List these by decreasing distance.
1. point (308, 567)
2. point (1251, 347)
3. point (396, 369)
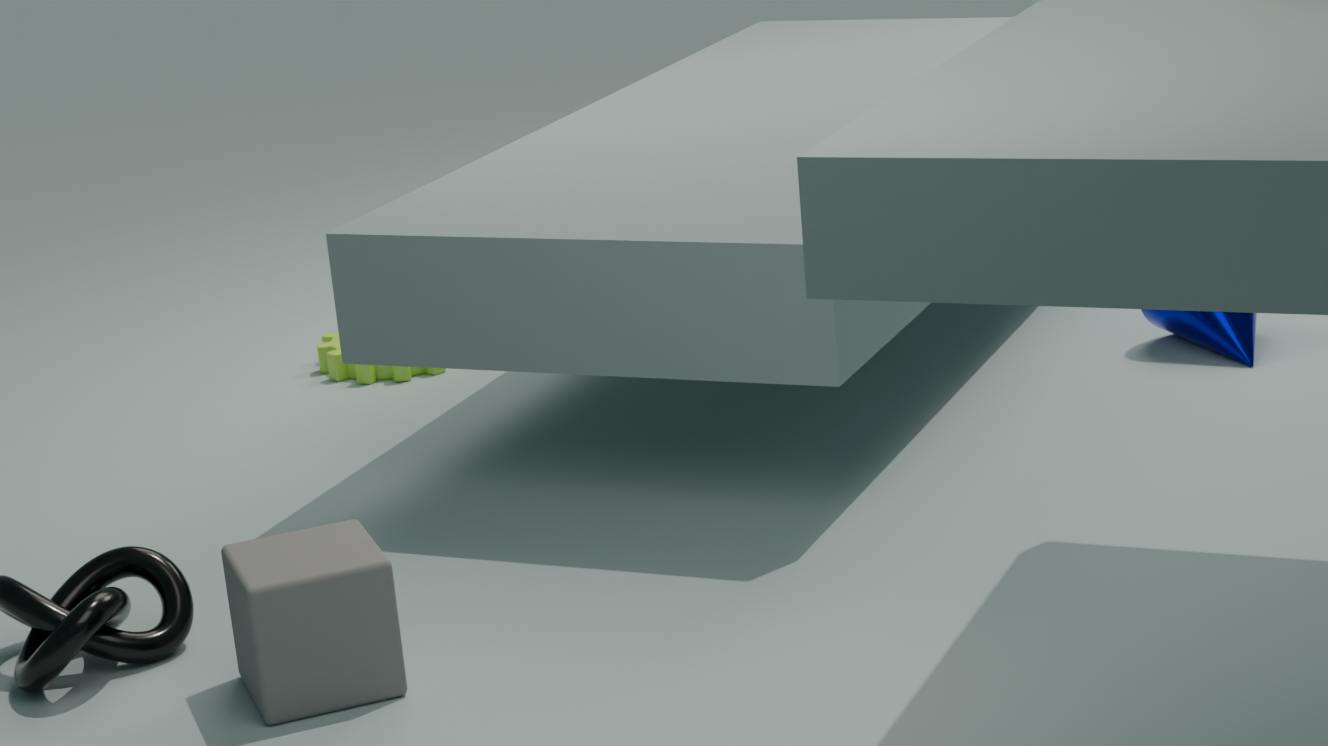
point (396, 369) < point (1251, 347) < point (308, 567)
